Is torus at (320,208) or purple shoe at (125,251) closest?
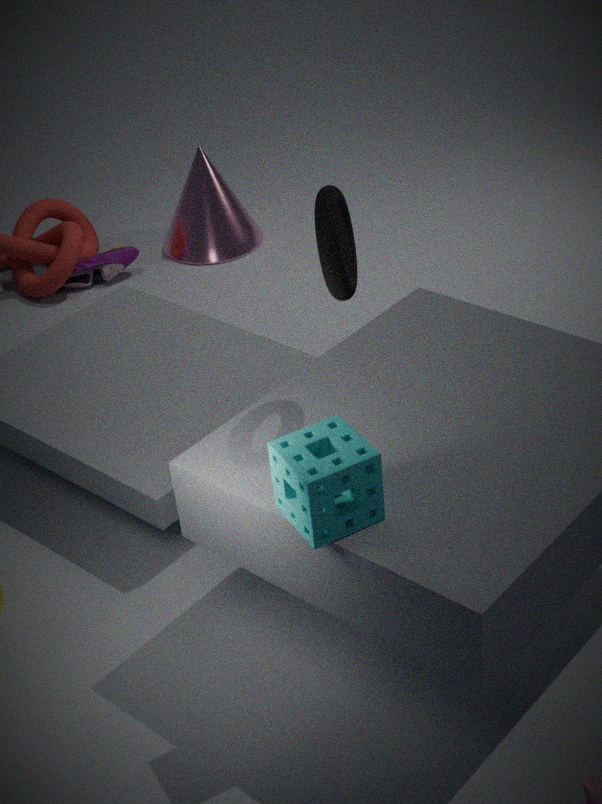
torus at (320,208)
